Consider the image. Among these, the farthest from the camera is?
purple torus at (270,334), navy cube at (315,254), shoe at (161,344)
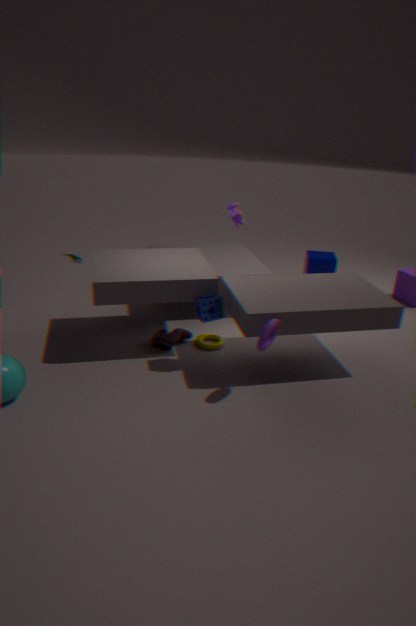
navy cube at (315,254)
